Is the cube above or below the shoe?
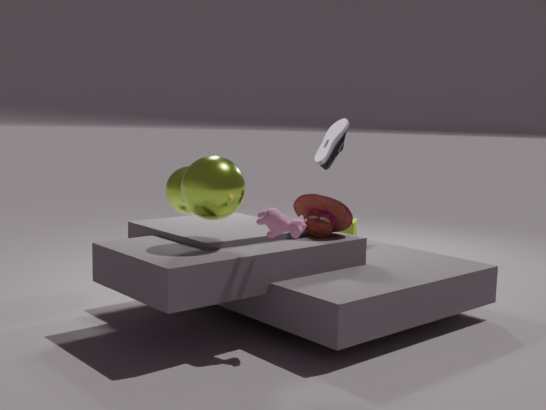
below
